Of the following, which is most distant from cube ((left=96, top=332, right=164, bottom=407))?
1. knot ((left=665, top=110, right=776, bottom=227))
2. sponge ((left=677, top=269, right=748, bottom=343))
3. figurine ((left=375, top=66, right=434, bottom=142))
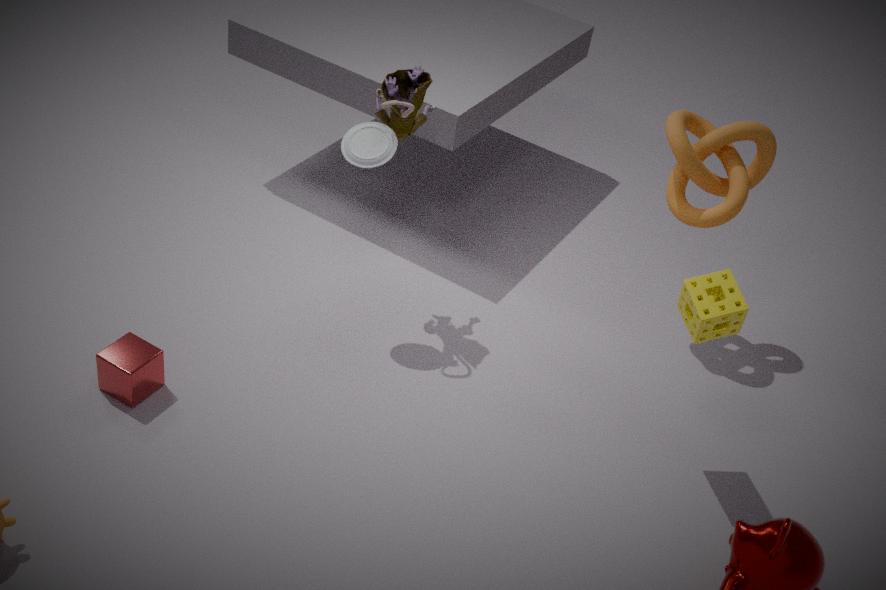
knot ((left=665, top=110, right=776, bottom=227))
